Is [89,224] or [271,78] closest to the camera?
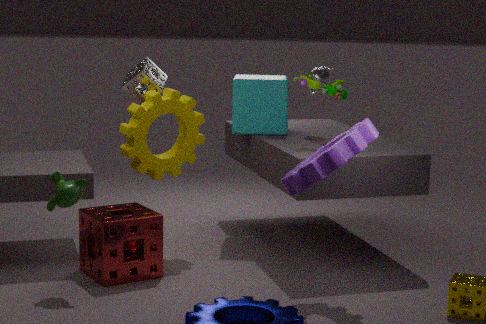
[89,224]
